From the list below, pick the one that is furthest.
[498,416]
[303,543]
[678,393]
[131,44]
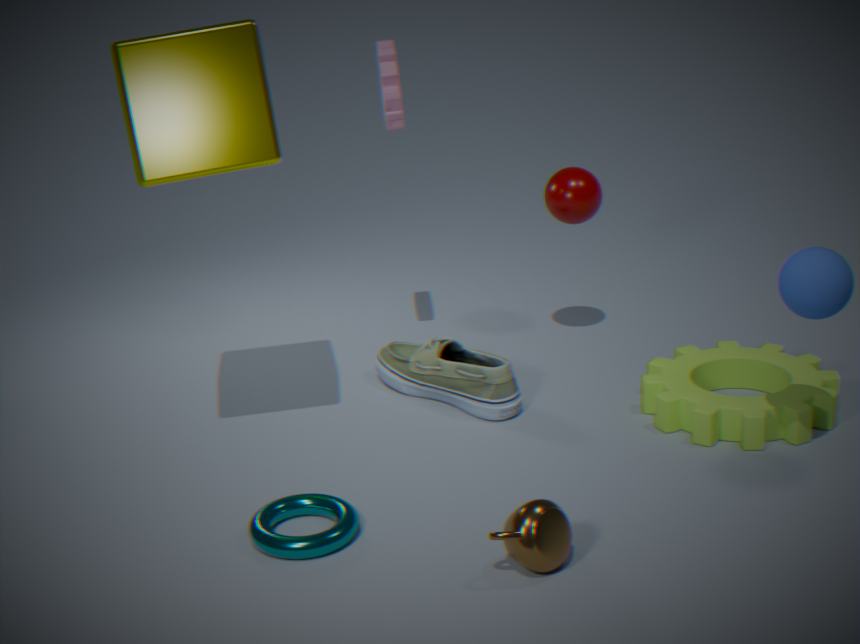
[498,416]
